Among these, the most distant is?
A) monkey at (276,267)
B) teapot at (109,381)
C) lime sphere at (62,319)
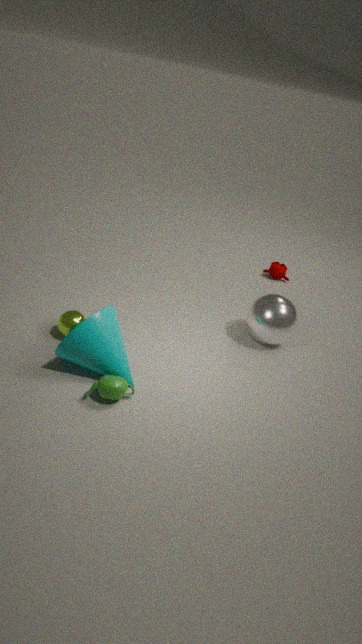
monkey at (276,267)
